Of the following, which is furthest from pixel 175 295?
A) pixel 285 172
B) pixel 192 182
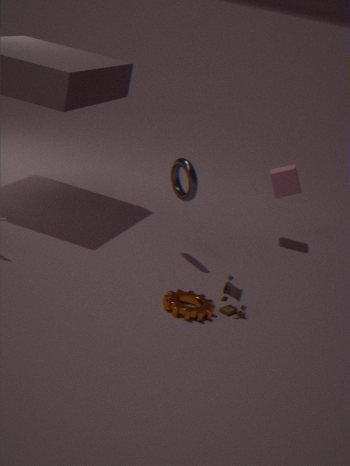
pixel 285 172
